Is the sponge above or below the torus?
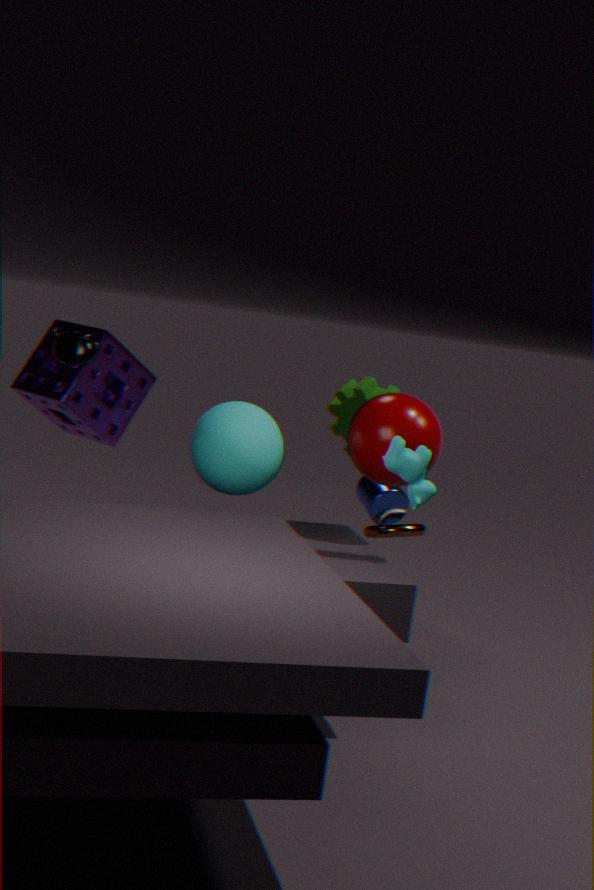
above
